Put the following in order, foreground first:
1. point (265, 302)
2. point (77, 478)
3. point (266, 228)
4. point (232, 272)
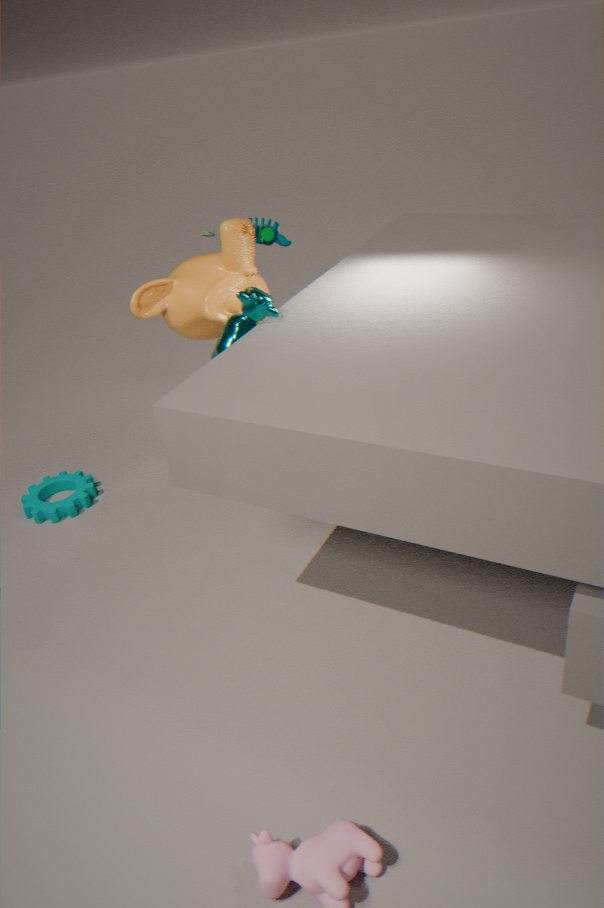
point (265, 302) → point (232, 272) → point (266, 228) → point (77, 478)
